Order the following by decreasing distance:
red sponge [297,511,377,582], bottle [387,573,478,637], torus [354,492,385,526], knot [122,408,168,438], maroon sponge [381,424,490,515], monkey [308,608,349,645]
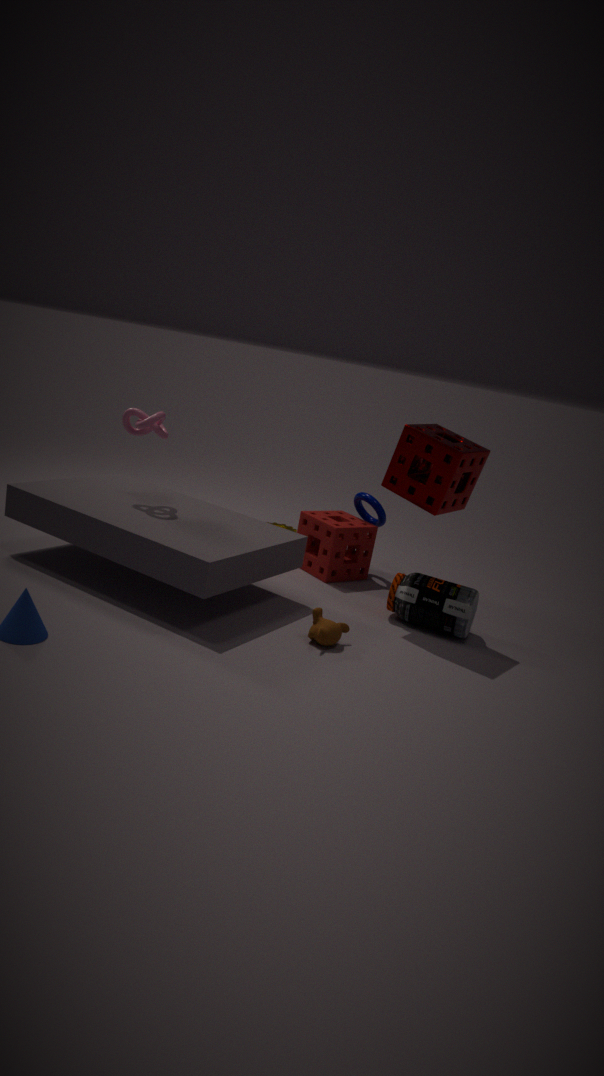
torus [354,492,385,526]
red sponge [297,511,377,582]
bottle [387,573,478,637]
knot [122,408,168,438]
maroon sponge [381,424,490,515]
monkey [308,608,349,645]
